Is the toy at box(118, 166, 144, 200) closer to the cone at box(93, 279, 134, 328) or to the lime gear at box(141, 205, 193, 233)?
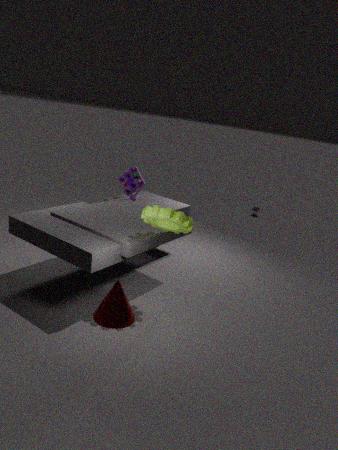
the lime gear at box(141, 205, 193, 233)
